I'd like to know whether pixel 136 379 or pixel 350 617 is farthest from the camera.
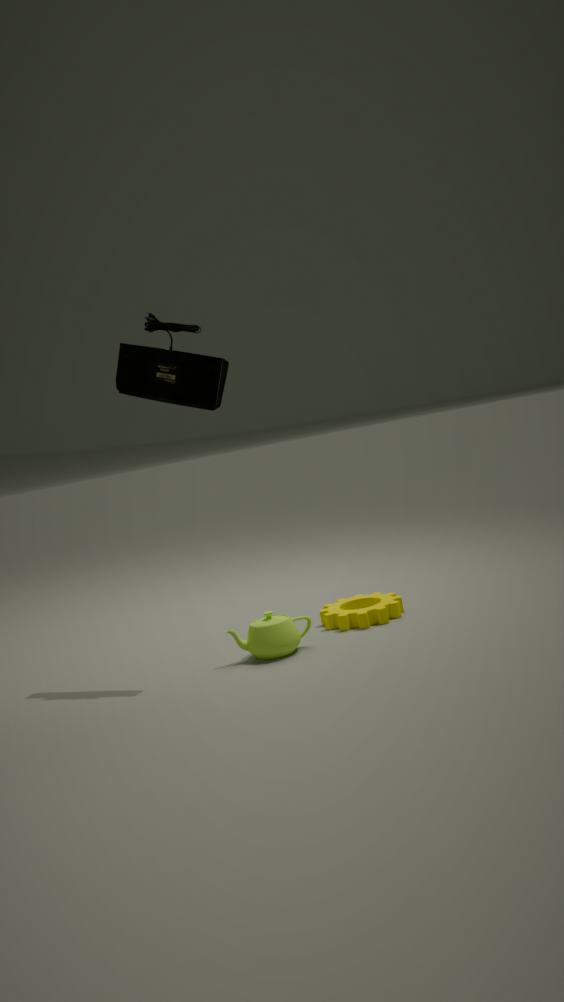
pixel 350 617
